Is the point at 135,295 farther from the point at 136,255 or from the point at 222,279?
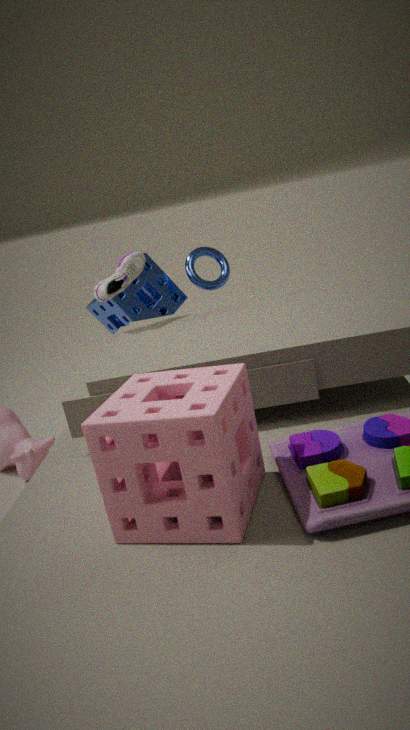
the point at 136,255
